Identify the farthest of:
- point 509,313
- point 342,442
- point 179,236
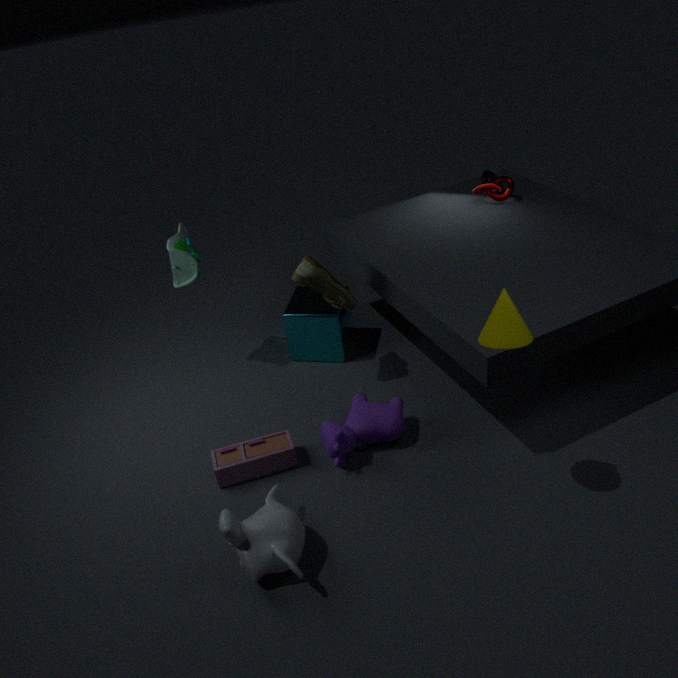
point 179,236
